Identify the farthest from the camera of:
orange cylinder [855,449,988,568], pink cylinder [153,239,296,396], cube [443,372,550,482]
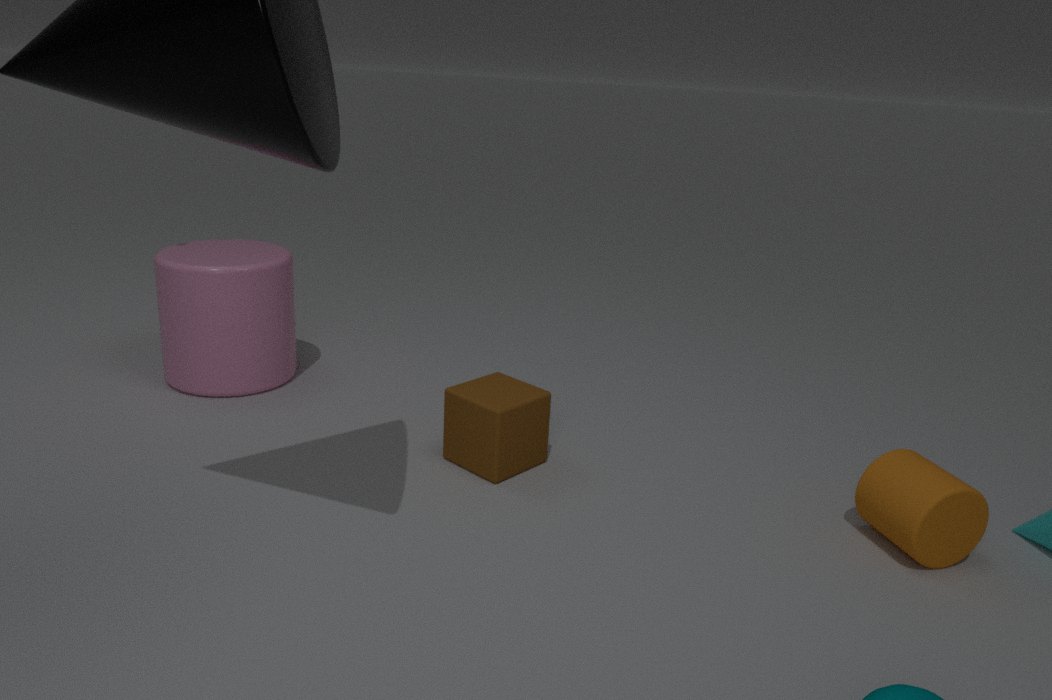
pink cylinder [153,239,296,396]
